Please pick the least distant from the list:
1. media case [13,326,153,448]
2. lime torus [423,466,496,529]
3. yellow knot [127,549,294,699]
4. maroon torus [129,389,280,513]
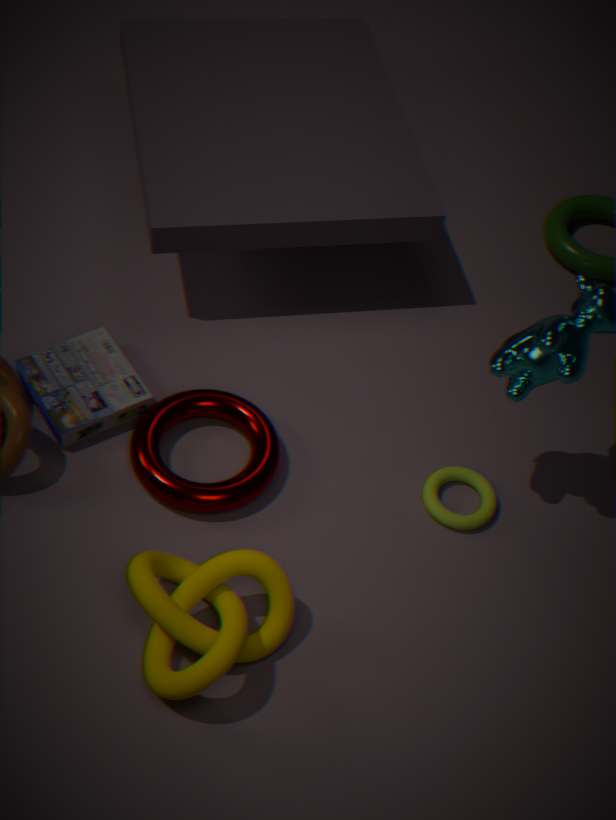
yellow knot [127,549,294,699]
